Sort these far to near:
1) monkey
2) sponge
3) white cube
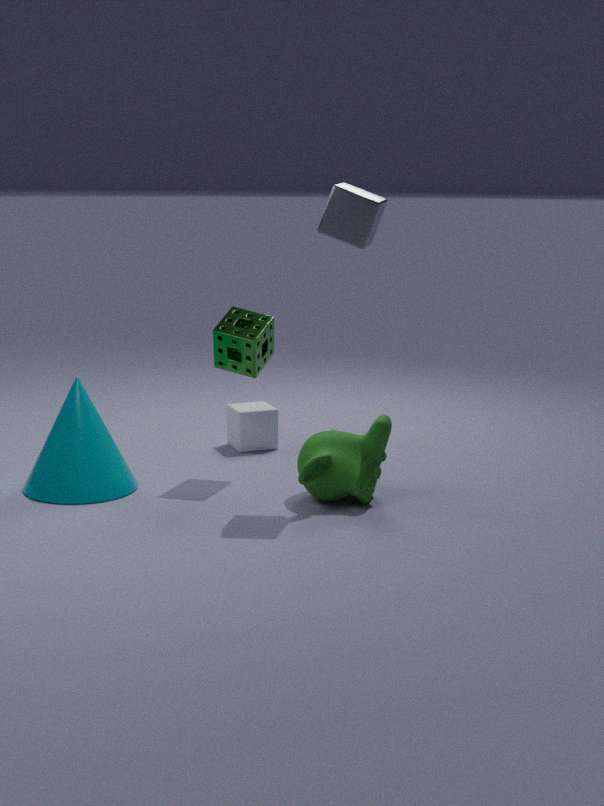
3. white cube
2. sponge
1. monkey
